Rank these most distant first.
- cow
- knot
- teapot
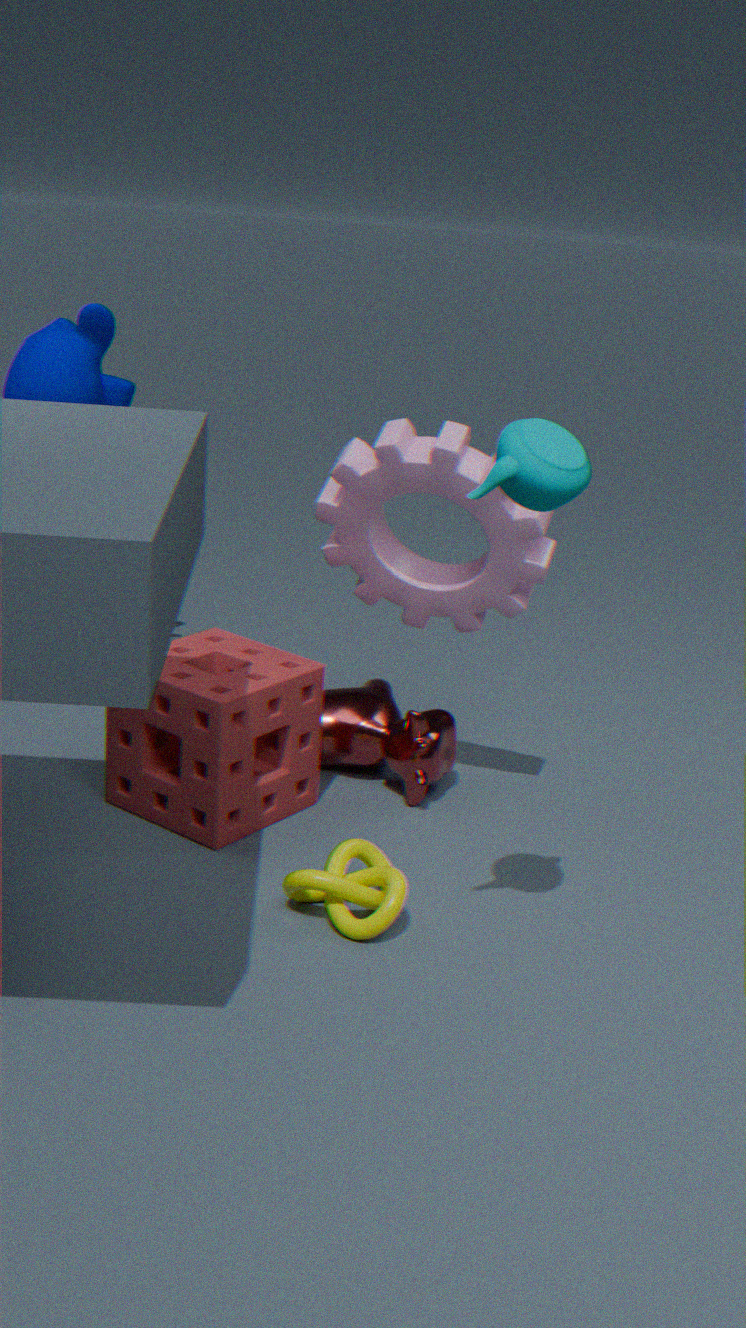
cow < knot < teapot
